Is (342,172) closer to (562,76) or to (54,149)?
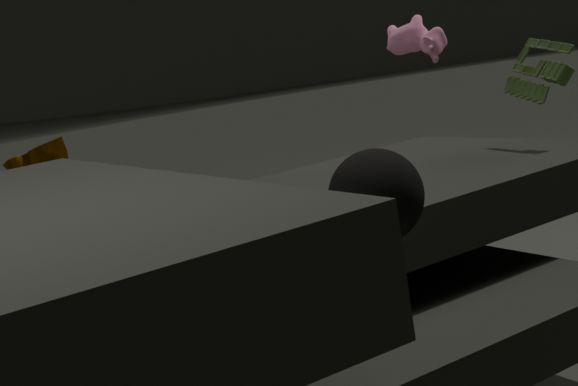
(562,76)
